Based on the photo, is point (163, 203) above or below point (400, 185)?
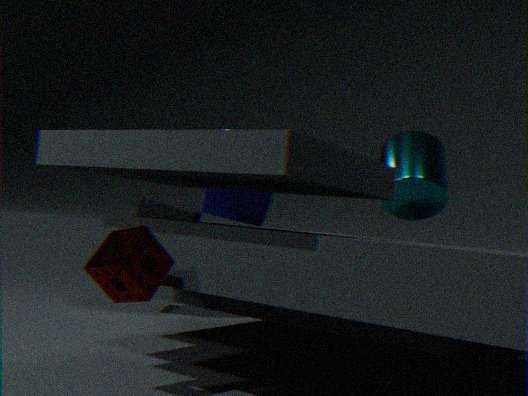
below
